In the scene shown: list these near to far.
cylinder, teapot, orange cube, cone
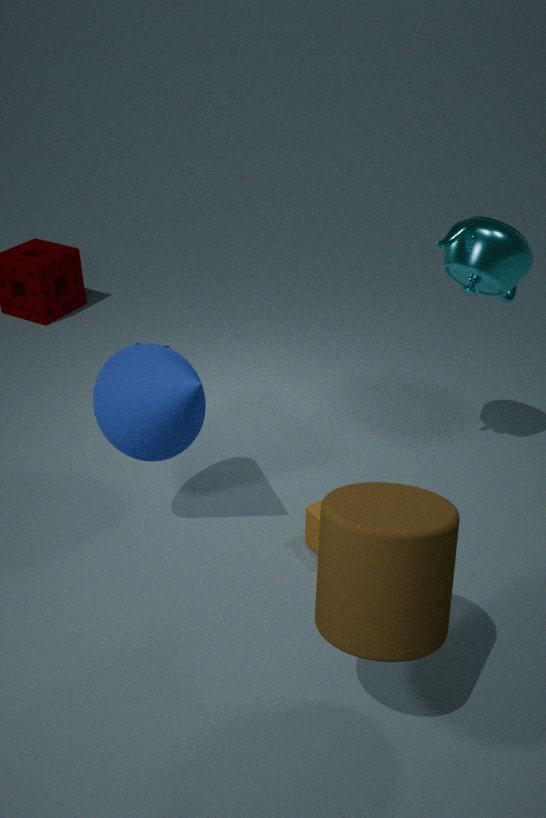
cylinder
cone
teapot
orange cube
